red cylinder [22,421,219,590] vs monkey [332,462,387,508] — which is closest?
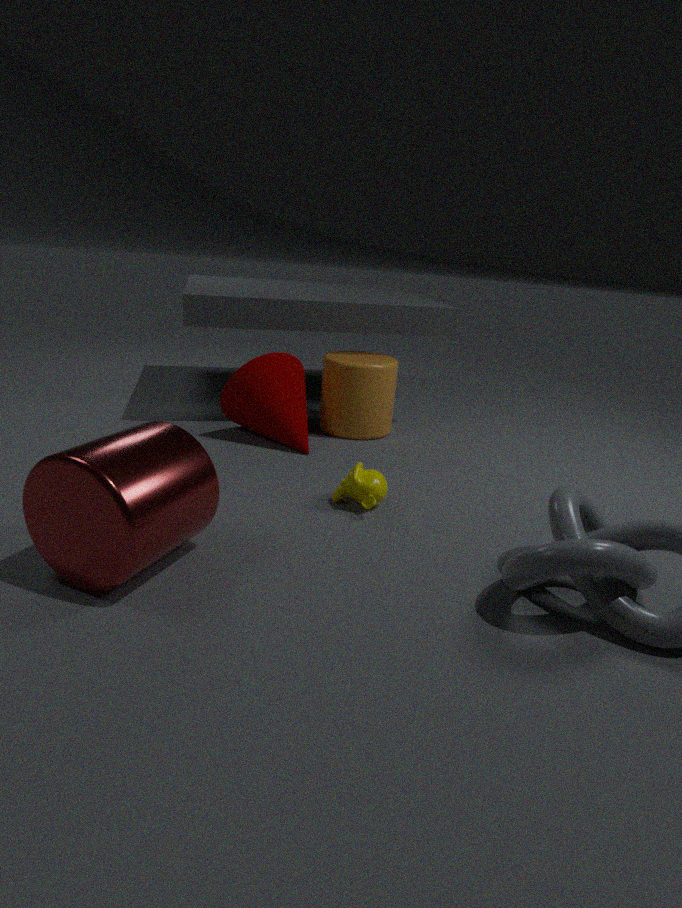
red cylinder [22,421,219,590]
